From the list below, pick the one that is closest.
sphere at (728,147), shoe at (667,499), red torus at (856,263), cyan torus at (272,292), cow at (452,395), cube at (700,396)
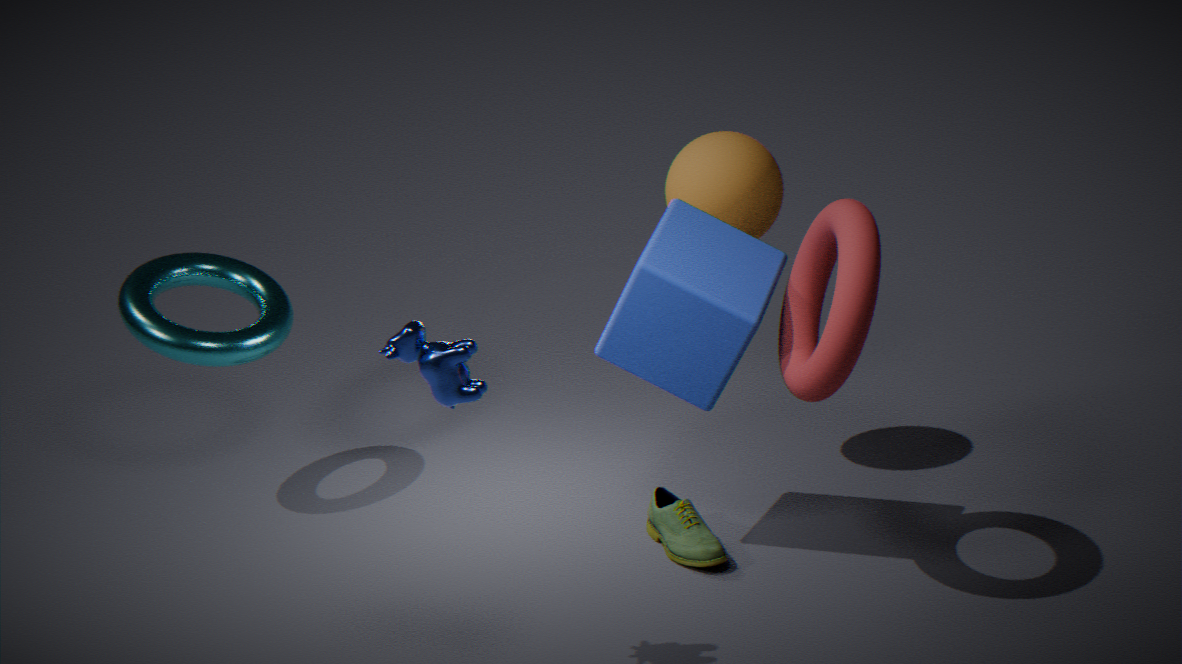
cow at (452,395)
